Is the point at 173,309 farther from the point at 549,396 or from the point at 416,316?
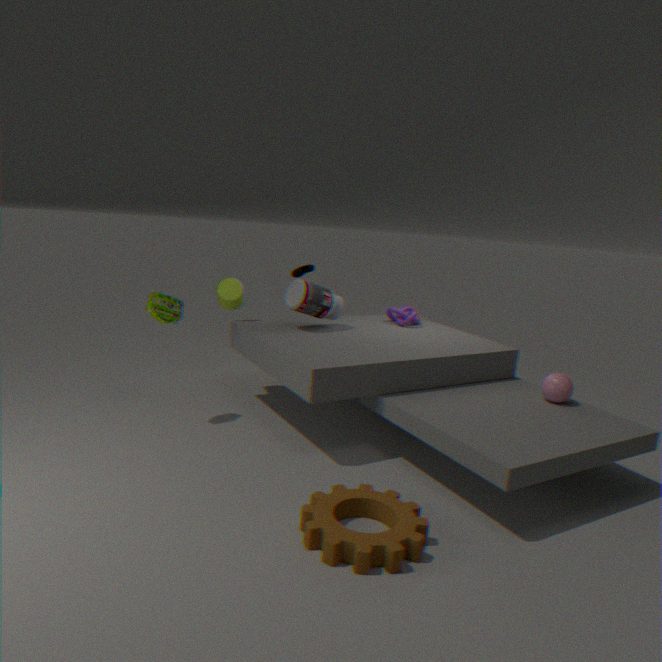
the point at 549,396
